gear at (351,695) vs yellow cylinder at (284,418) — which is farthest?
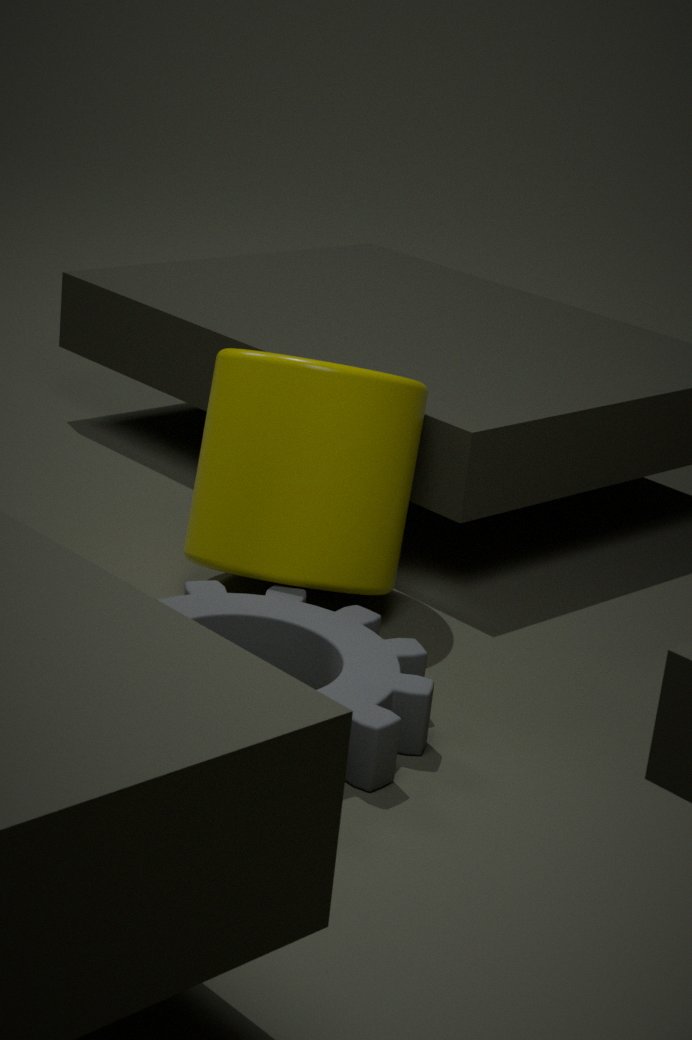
yellow cylinder at (284,418)
